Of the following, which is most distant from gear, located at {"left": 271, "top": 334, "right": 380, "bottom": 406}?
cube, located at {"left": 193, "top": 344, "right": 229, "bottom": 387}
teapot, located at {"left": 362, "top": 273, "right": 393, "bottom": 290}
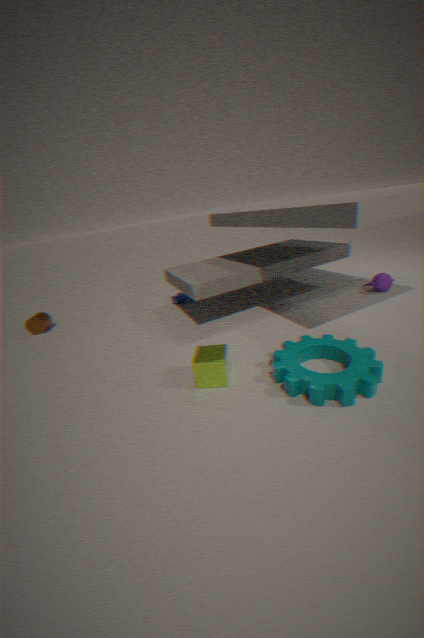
teapot, located at {"left": 362, "top": 273, "right": 393, "bottom": 290}
